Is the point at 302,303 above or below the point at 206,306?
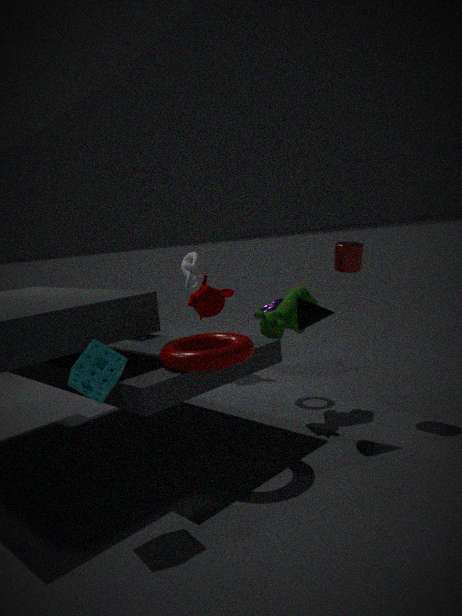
above
